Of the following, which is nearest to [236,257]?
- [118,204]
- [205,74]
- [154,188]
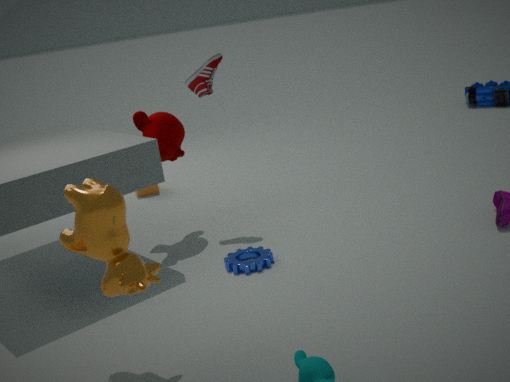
[118,204]
